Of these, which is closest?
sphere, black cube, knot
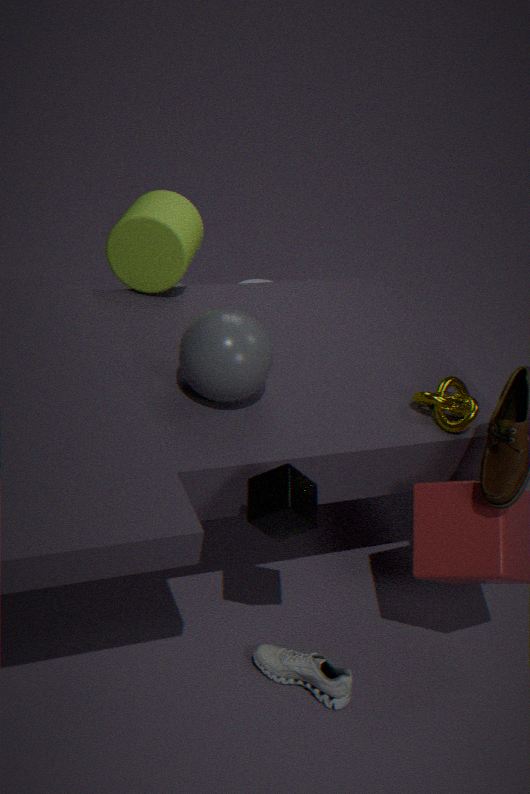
black cube
